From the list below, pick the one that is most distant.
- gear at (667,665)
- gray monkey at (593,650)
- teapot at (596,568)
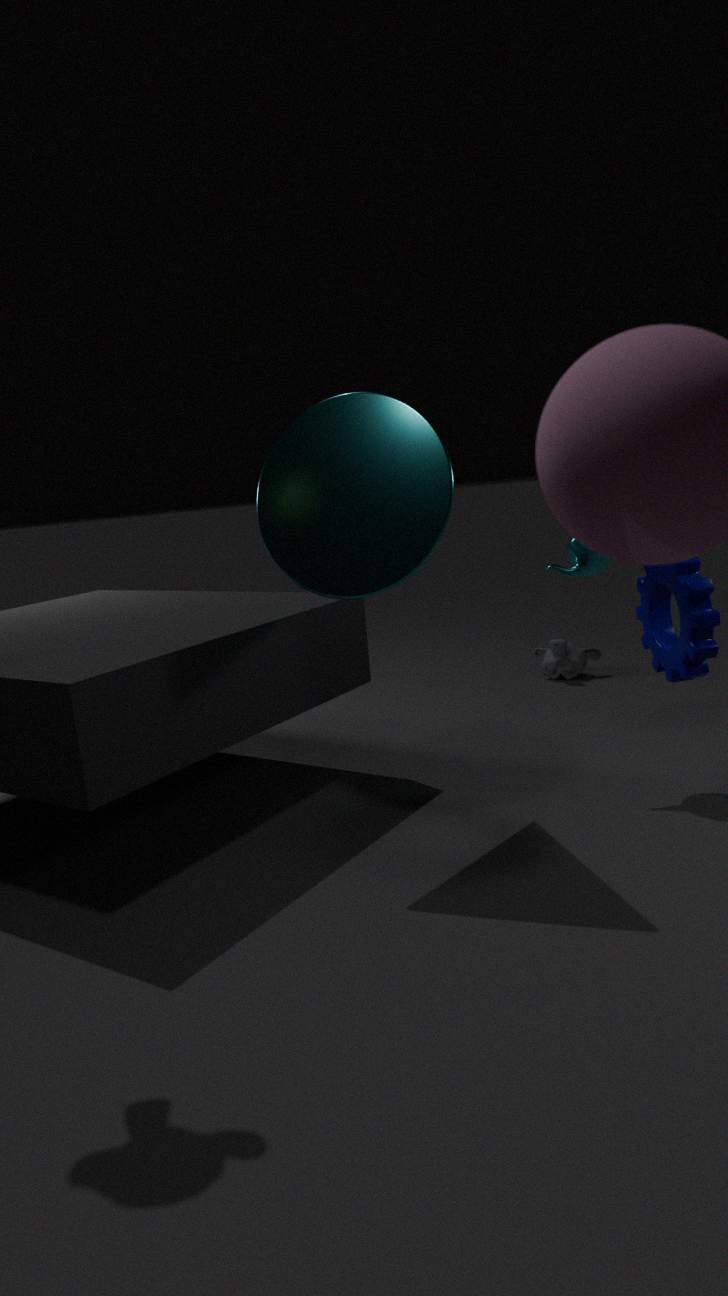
gray monkey at (593,650)
